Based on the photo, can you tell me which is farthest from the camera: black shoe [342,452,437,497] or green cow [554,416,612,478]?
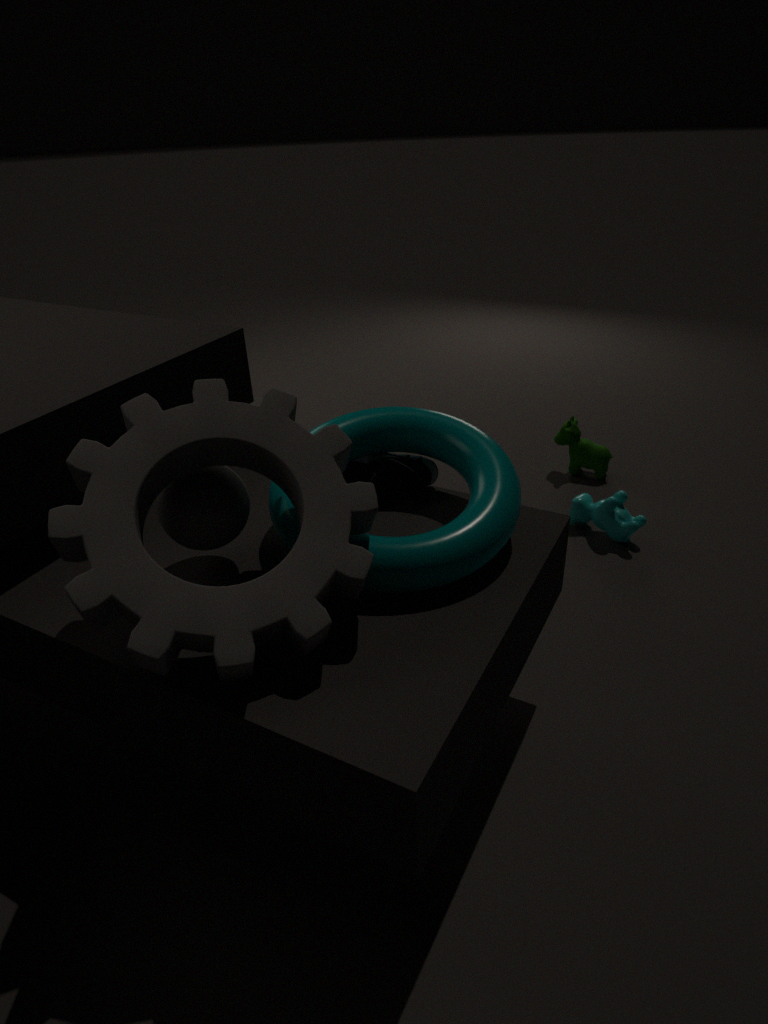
green cow [554,416,612,478]
